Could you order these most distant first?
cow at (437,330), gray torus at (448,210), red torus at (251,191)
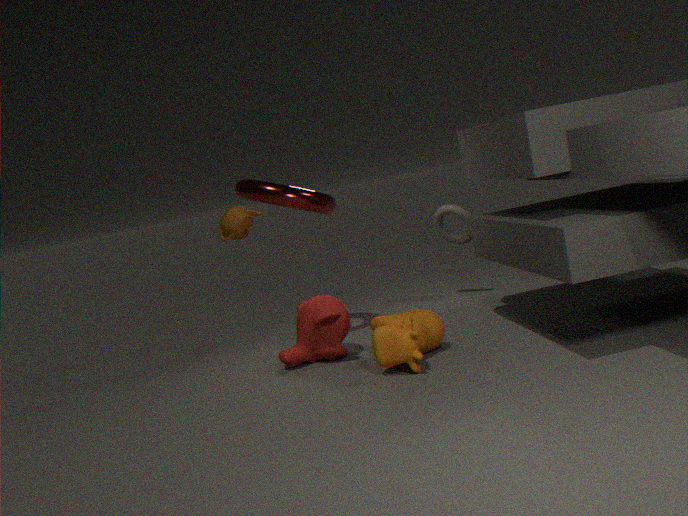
gray torus at (448,210), red torus at (251,191), cow at (437,330)
